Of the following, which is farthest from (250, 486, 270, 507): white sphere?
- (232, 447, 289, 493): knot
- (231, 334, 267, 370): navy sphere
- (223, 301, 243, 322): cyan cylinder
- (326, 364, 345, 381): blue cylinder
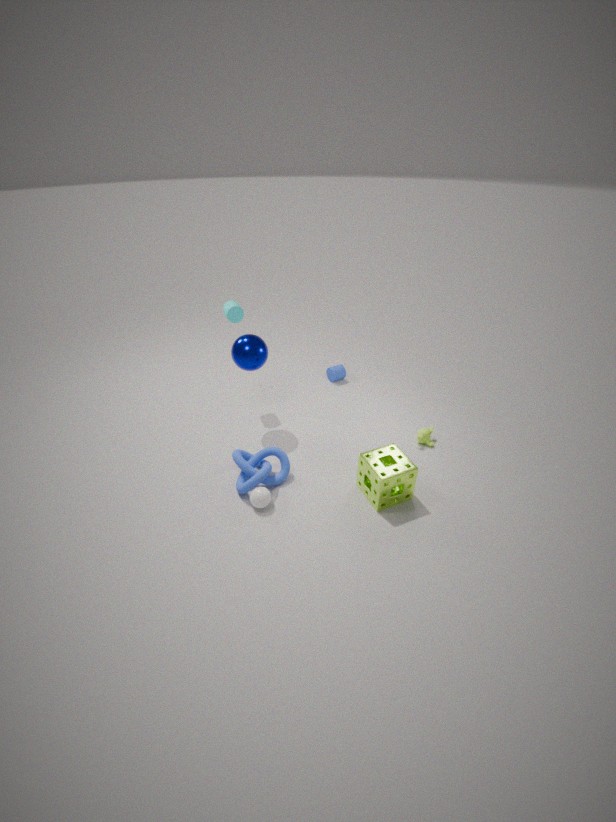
(326, 364, 345, 381): blue cylinder
